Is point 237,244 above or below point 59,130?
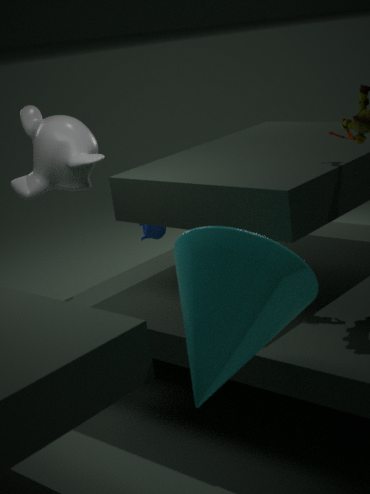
below
